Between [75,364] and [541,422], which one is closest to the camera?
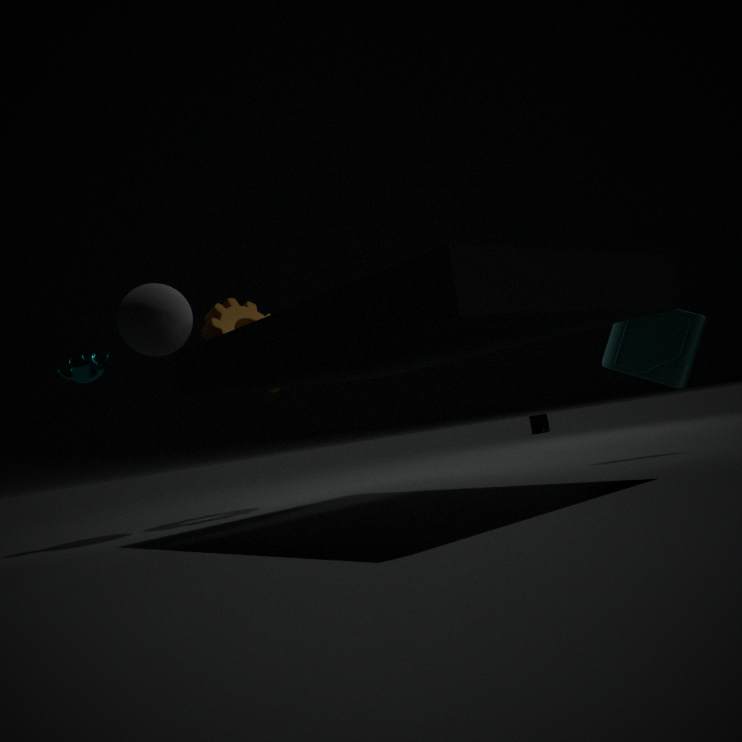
[75,364]
